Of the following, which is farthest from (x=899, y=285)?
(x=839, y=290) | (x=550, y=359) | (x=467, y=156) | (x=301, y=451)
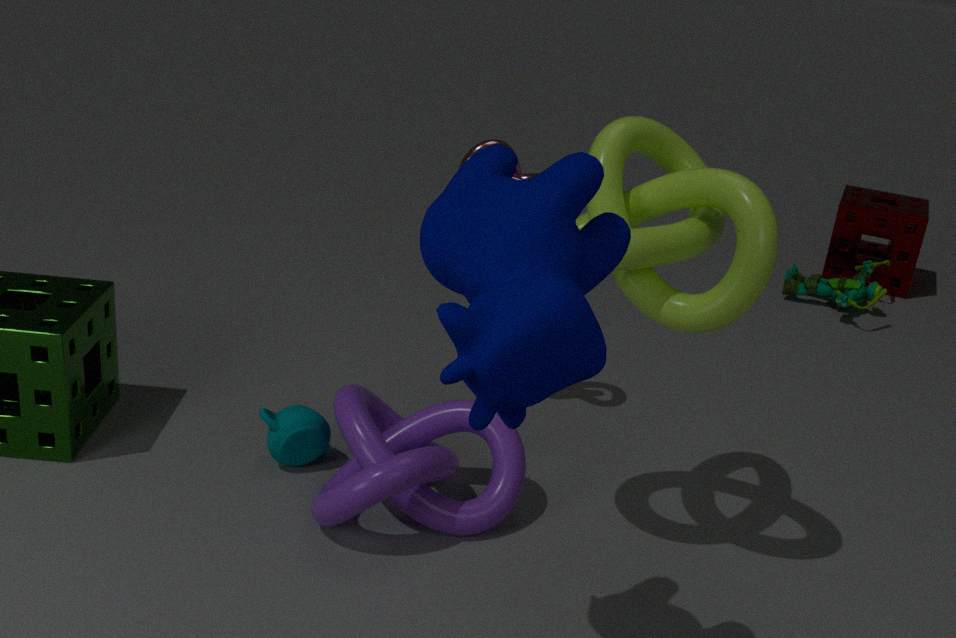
(x=550, y=359)
